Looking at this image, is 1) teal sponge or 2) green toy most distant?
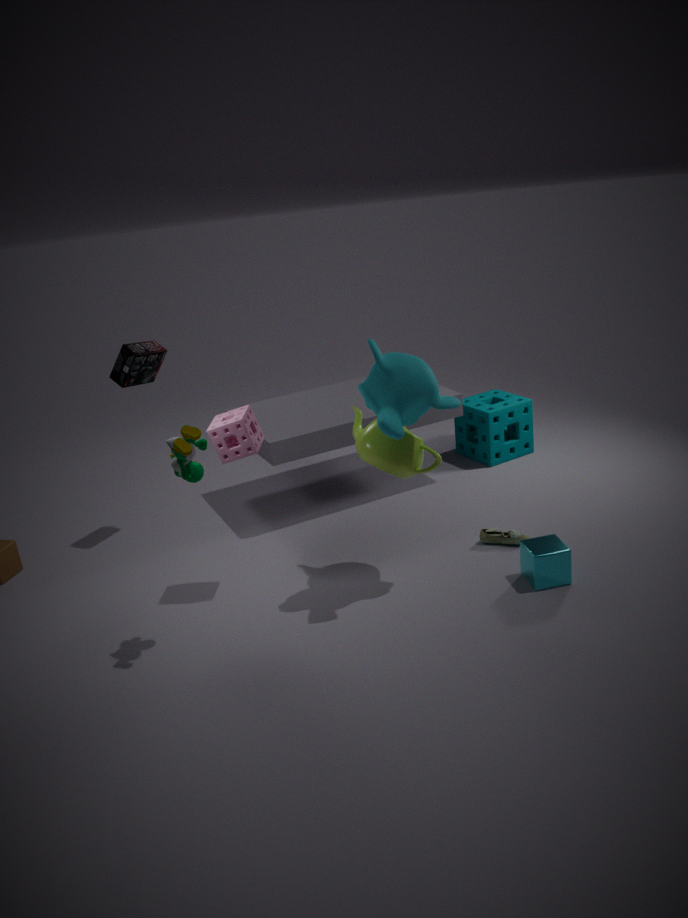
1. teal sponge
